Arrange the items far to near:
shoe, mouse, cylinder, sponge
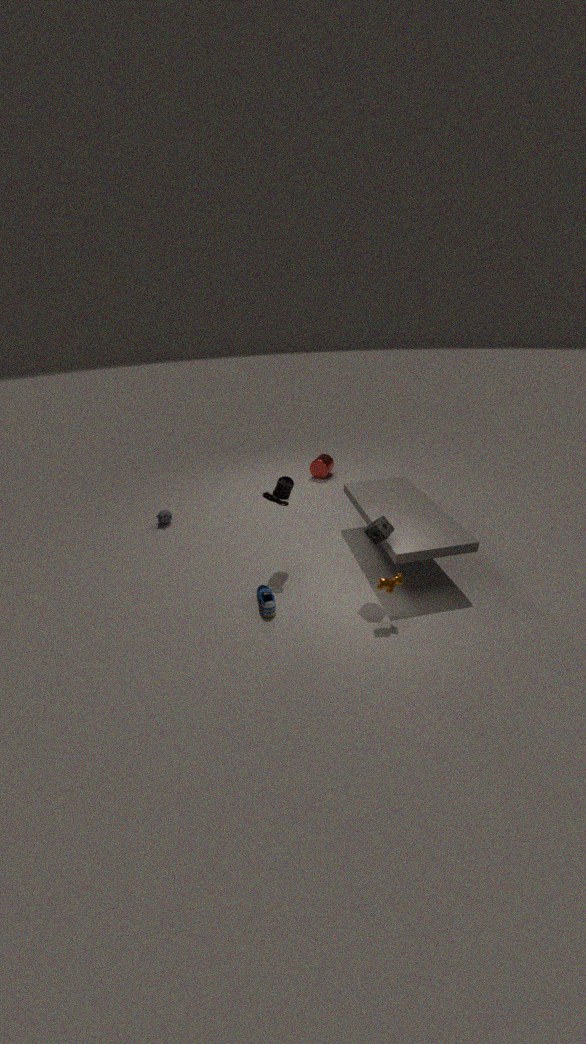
1. cylinder
2. mouse
3. shoe
4. sponge
